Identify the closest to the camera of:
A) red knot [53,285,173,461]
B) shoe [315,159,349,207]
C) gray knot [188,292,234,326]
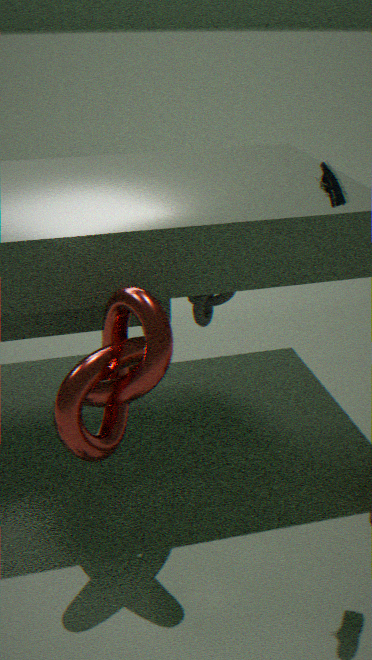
shoe [315,159,349,207]
